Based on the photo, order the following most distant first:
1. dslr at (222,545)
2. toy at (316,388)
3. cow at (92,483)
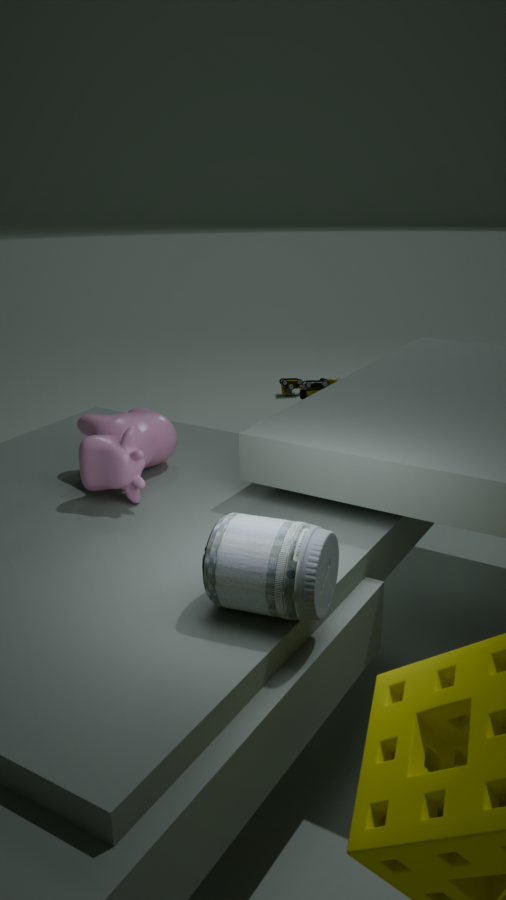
toy at (316,388) → cow at (92,483) → dslr at (222,545)
